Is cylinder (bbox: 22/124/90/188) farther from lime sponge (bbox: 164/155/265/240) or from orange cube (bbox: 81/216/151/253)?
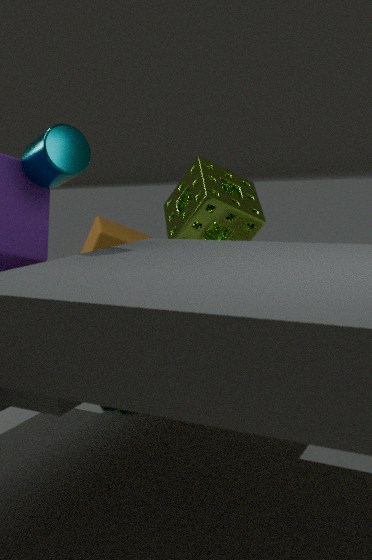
orange cube (bbox: 81/216/151/253)
